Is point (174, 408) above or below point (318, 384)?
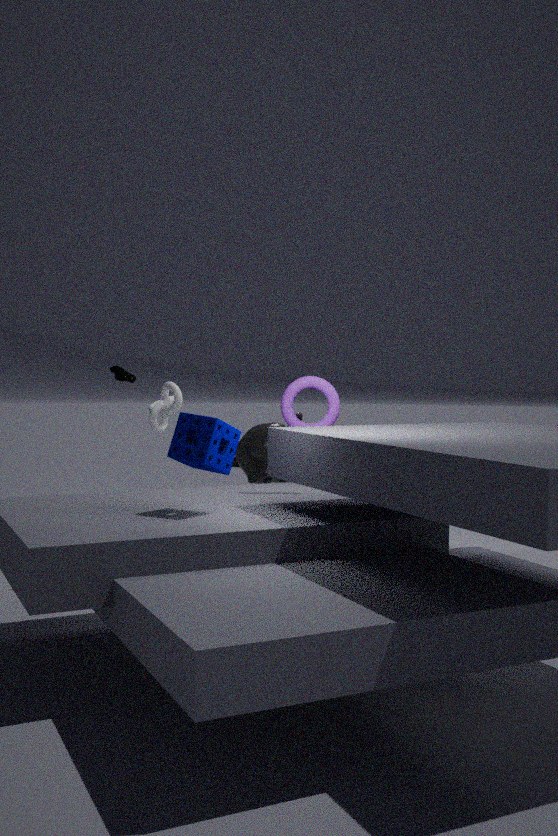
below
